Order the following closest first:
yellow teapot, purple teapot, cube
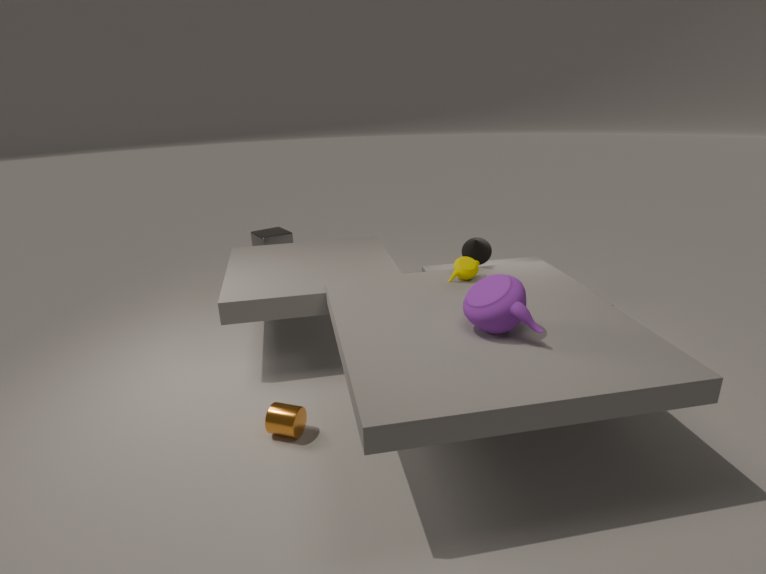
purple teapot, yellow teapot, cube
